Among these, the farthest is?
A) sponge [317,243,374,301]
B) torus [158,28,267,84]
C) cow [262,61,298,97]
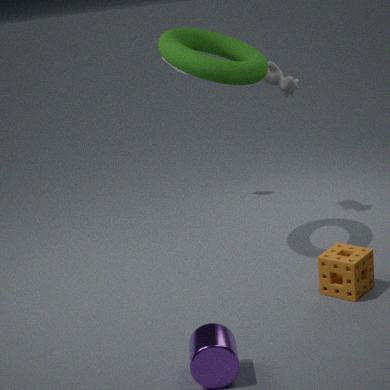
cow [262,61,298,97]
